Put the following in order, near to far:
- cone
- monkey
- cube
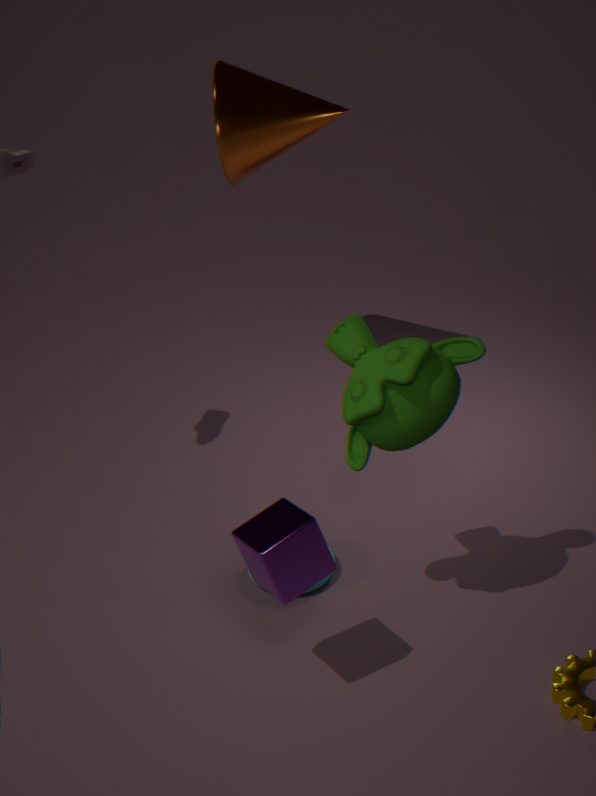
cube, monkey, cone
